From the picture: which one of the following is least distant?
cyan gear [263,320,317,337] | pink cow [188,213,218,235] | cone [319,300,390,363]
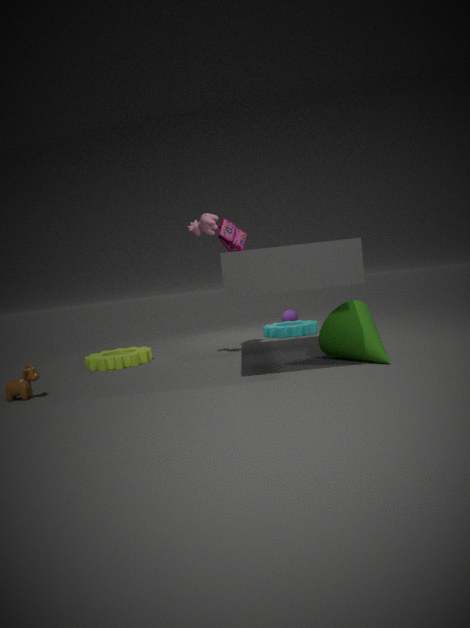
cone [319,300,390,363]
